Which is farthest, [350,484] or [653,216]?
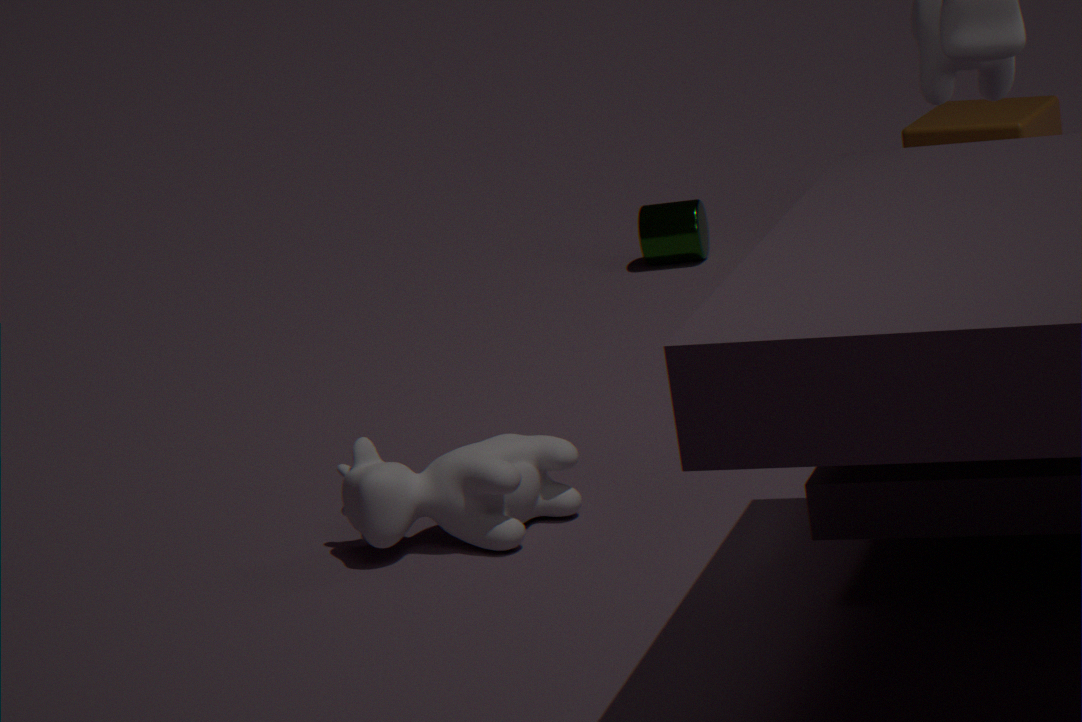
[653,216]
